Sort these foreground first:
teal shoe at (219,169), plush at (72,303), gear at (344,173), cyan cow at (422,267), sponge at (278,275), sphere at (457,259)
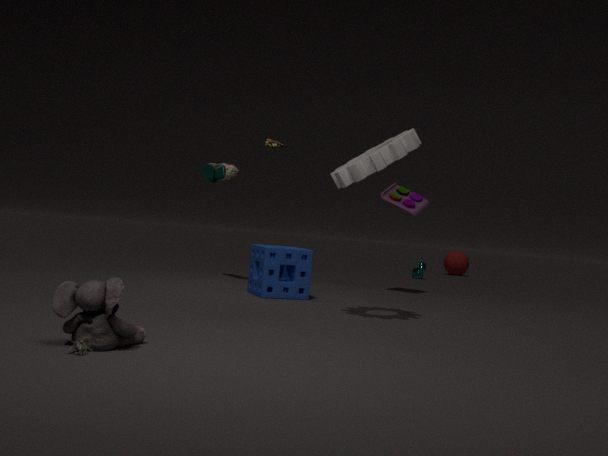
plush at (72,303), gear at (344,173), sponge at (278,275), teal shoe at (219,169), cyan cow at (422,267), sphere at (457,259)
